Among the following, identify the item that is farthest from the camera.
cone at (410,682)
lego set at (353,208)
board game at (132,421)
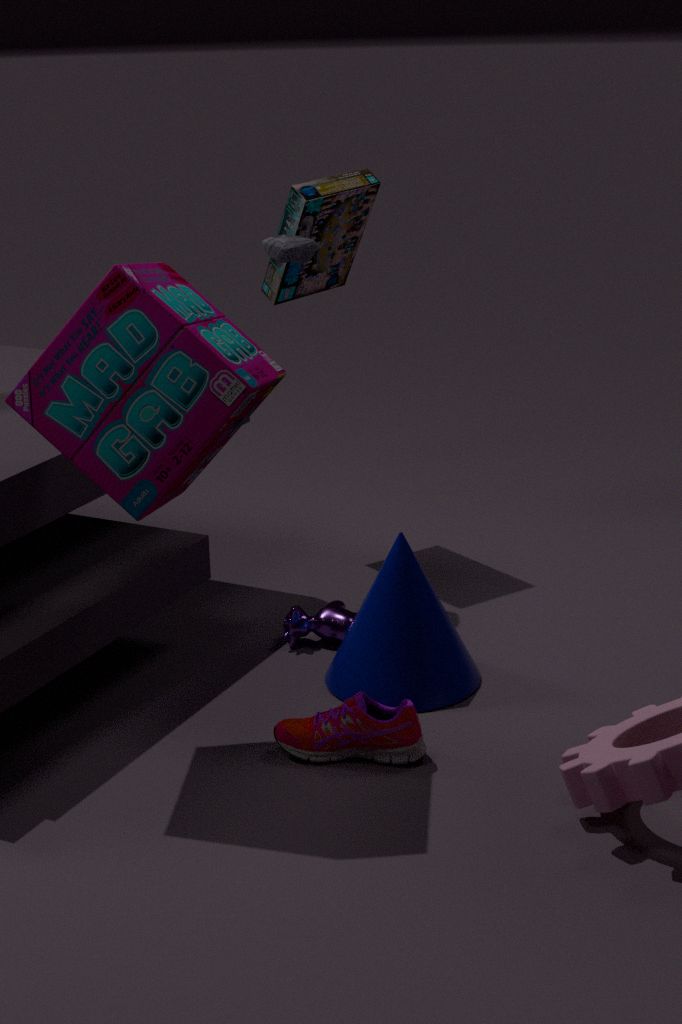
lego set at (353,208)
